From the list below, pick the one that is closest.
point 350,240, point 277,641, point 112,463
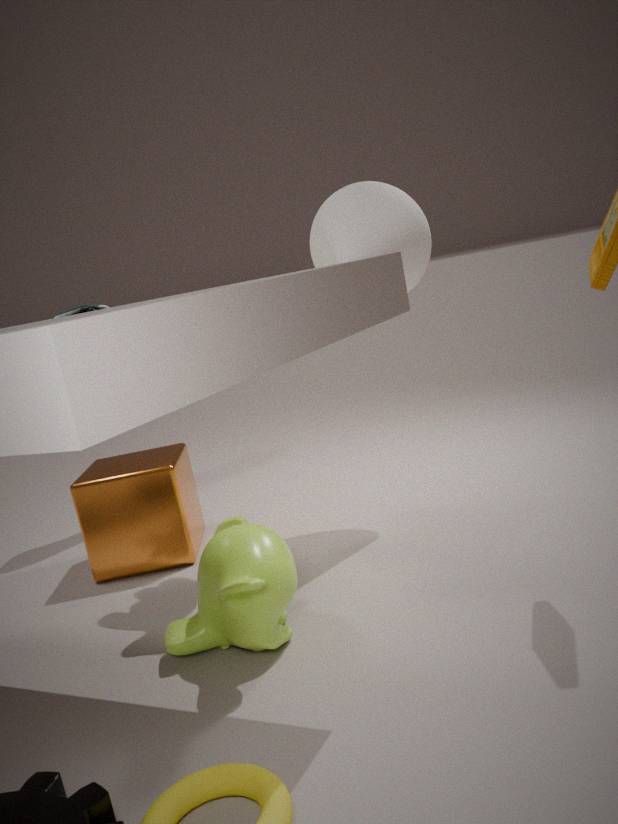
point 277,641
